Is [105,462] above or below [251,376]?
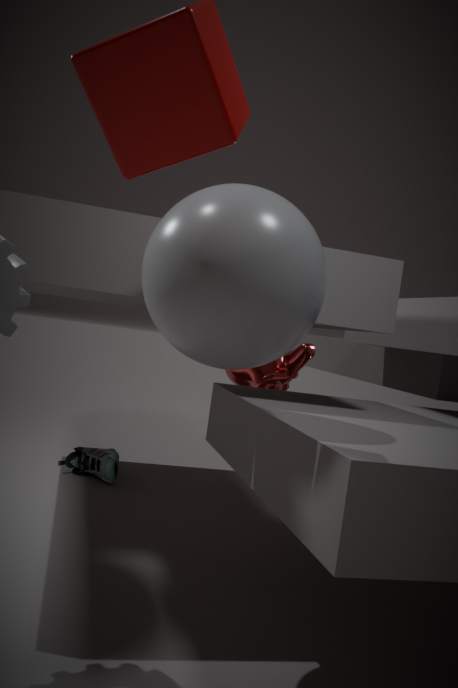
below
